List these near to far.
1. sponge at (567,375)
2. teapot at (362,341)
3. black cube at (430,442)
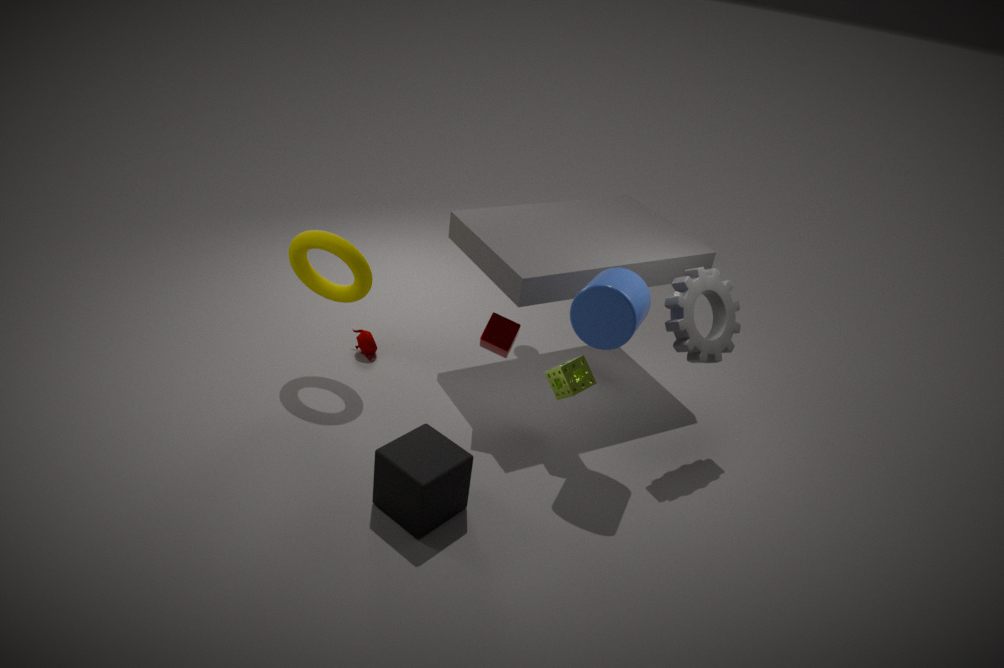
1. black cube at (430,442)
2. sponge at (567,375)
3. teapot at (362,341)
